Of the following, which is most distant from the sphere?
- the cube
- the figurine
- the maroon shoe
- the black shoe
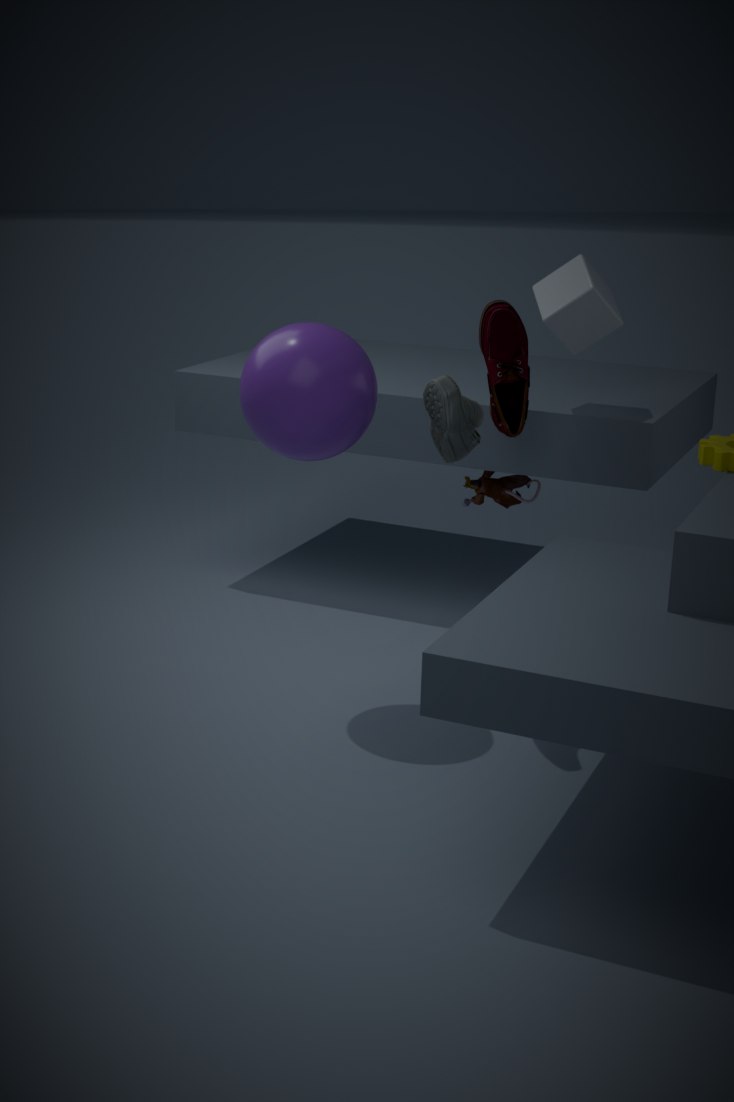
the figurine
